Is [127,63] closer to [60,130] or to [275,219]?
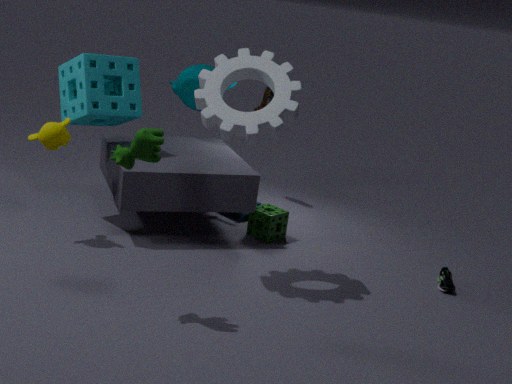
[60,130]
